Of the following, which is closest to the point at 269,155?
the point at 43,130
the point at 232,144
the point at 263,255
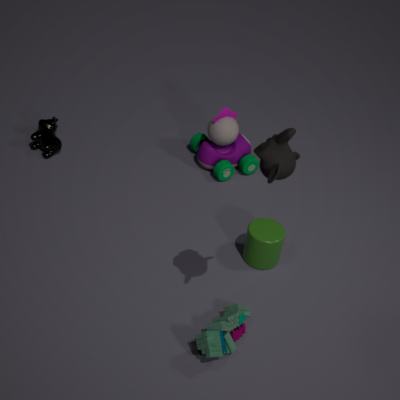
the point at 263,255
